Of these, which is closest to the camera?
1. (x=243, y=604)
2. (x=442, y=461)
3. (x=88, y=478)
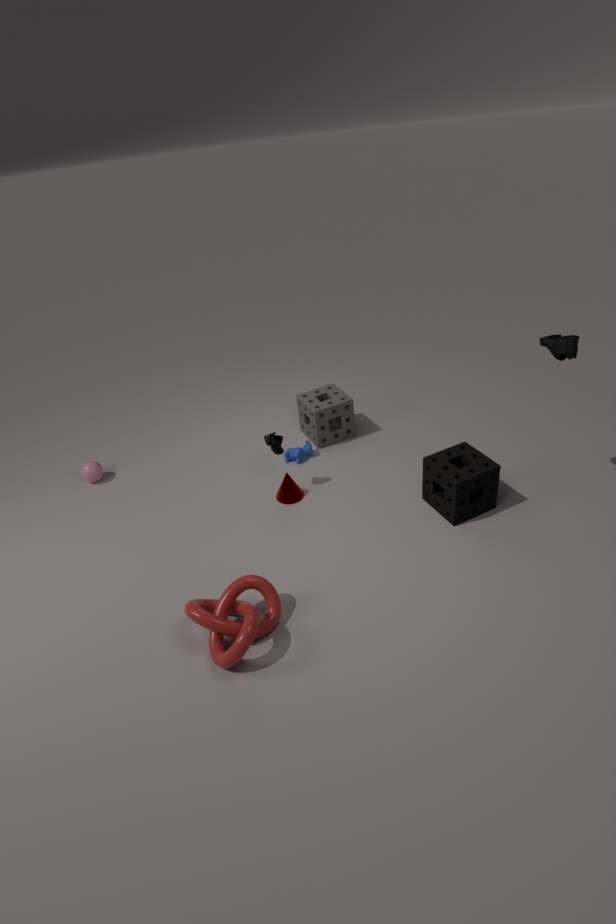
(x=243, y=604)
